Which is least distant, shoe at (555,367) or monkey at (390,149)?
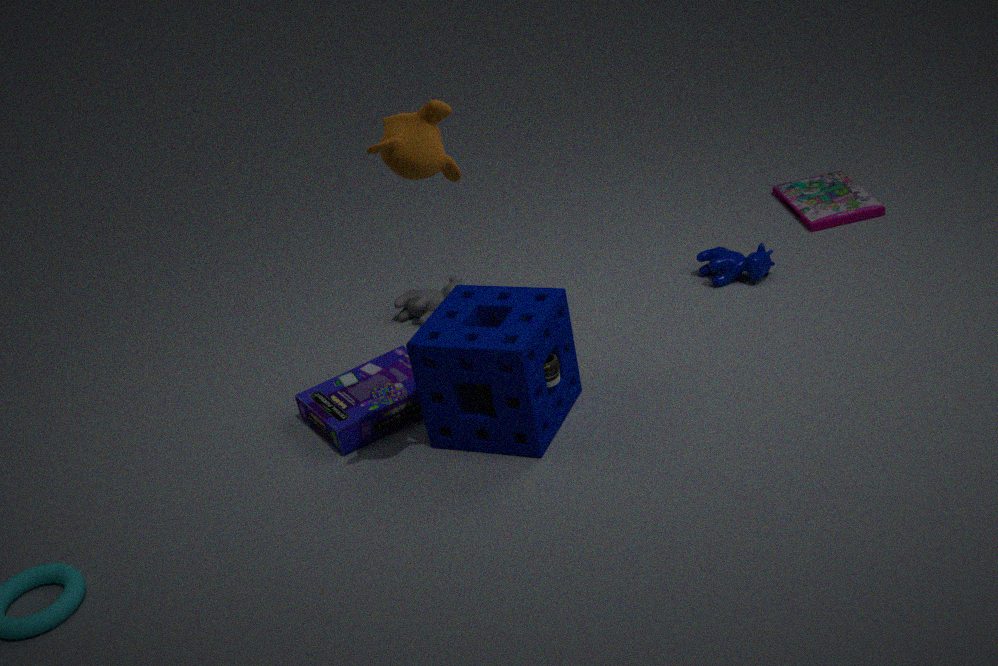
monkey at (390,149)
